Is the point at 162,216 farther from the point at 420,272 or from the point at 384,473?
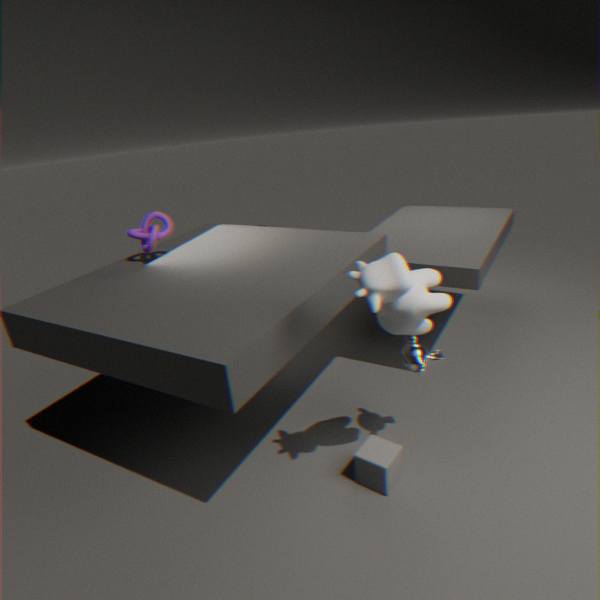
the point at 384,473
